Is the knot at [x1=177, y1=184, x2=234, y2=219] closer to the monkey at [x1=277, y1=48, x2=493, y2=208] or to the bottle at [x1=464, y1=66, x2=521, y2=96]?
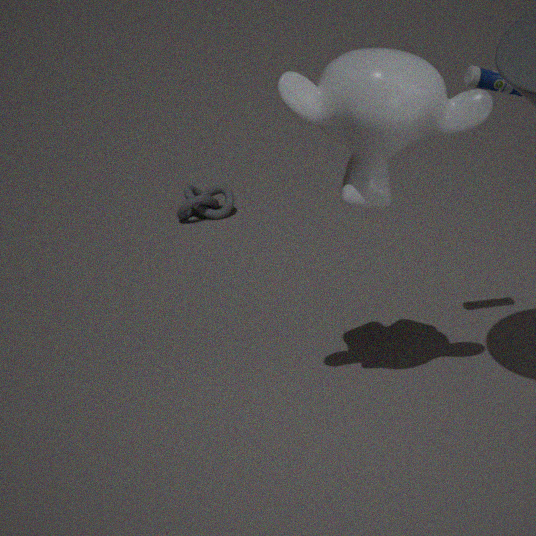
the monkey at [x1=277, y1=48, x2=493, y2=208]
